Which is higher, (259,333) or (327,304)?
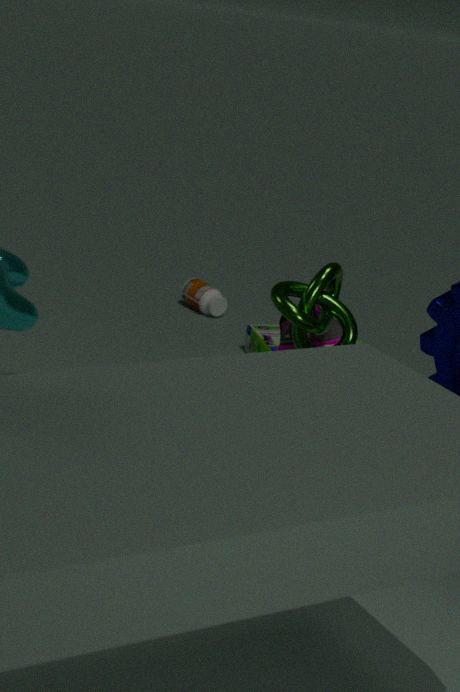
(327,304)
